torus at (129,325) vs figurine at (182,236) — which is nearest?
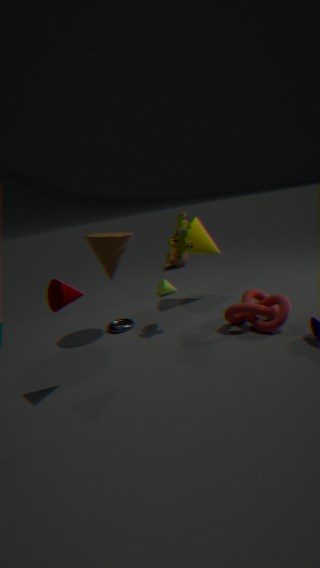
figurine at (182,236)
